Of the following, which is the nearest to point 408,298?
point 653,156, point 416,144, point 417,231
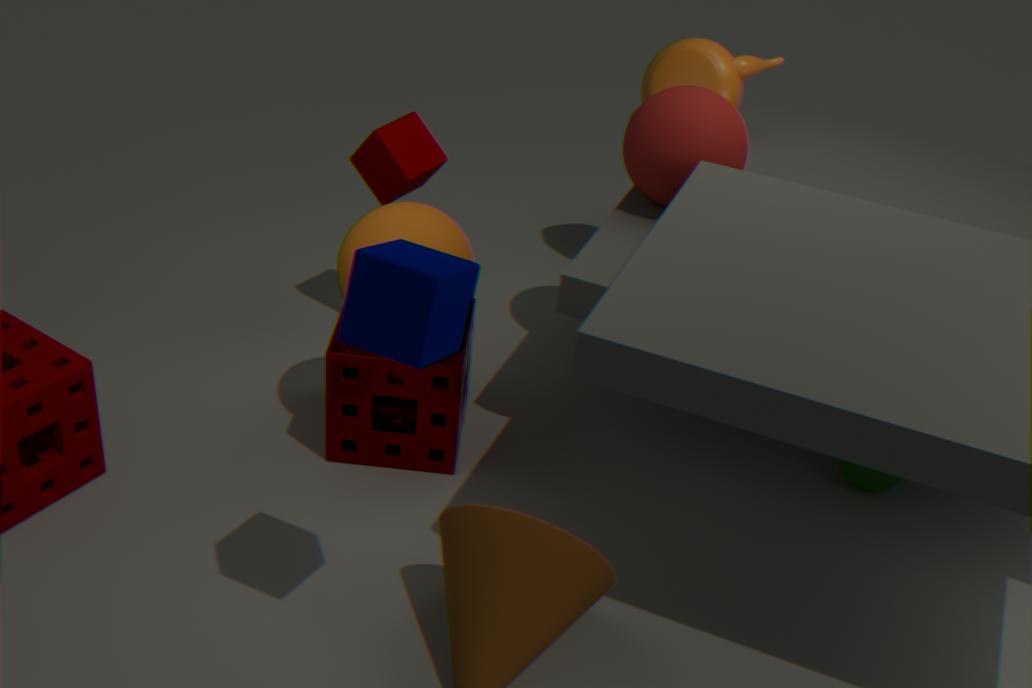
point 417,231
